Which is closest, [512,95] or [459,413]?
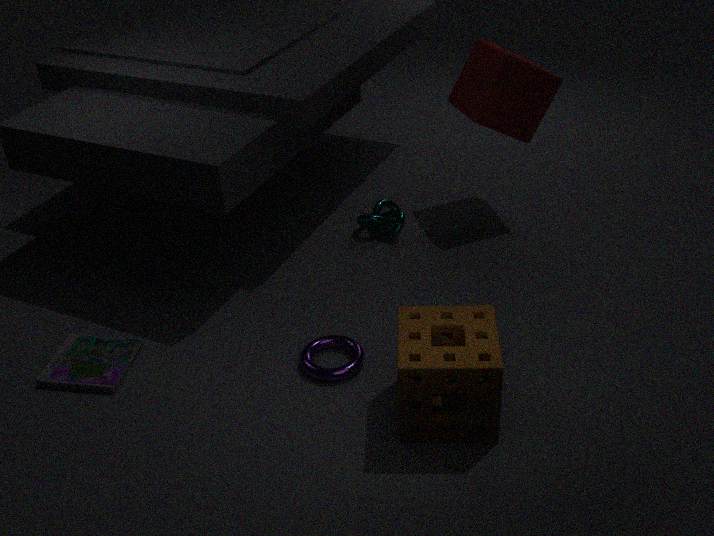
[459,413]
